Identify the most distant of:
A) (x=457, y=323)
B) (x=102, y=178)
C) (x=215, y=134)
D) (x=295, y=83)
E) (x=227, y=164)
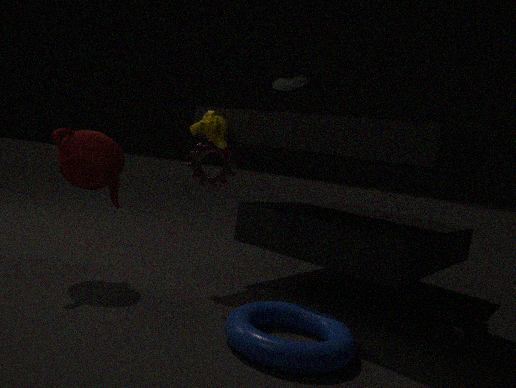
(x=227, y=164)
